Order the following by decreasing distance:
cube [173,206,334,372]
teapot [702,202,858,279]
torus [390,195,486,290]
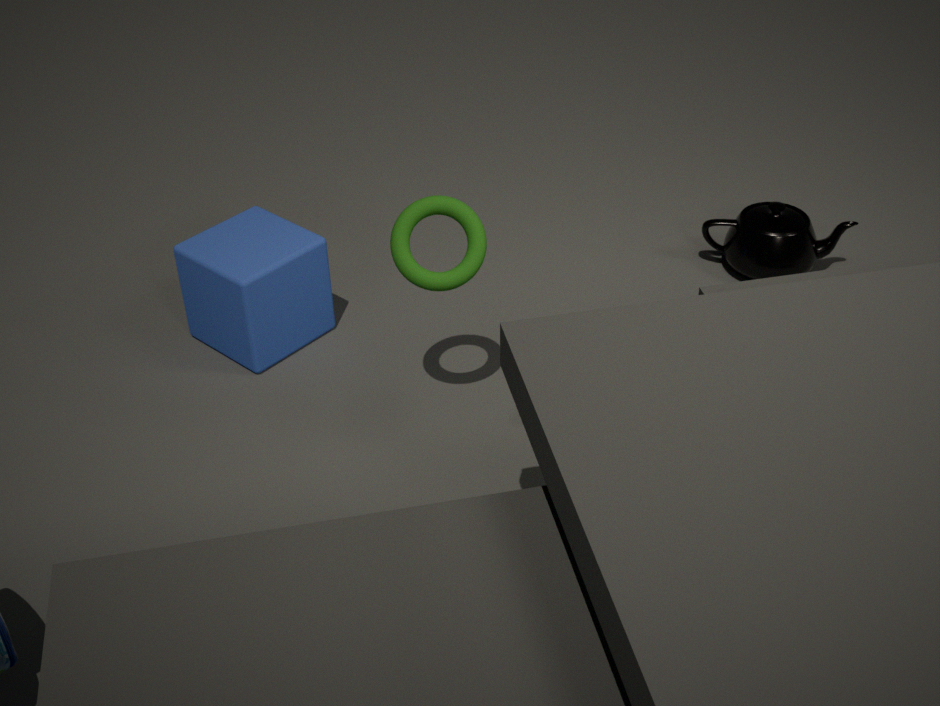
teapot [702,202,858,279] → cube [173,206,334,372] → torus [390,195,486,290]
